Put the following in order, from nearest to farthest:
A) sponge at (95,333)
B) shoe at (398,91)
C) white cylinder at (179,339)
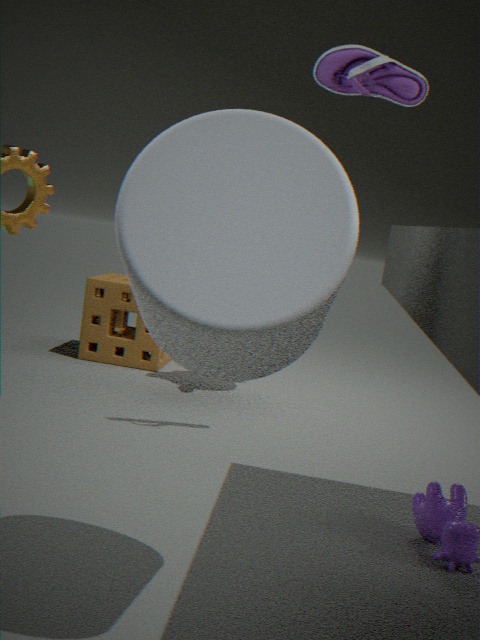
white cylinder at (179,339)
shoe at (398,91)
sponge at (95,333)
